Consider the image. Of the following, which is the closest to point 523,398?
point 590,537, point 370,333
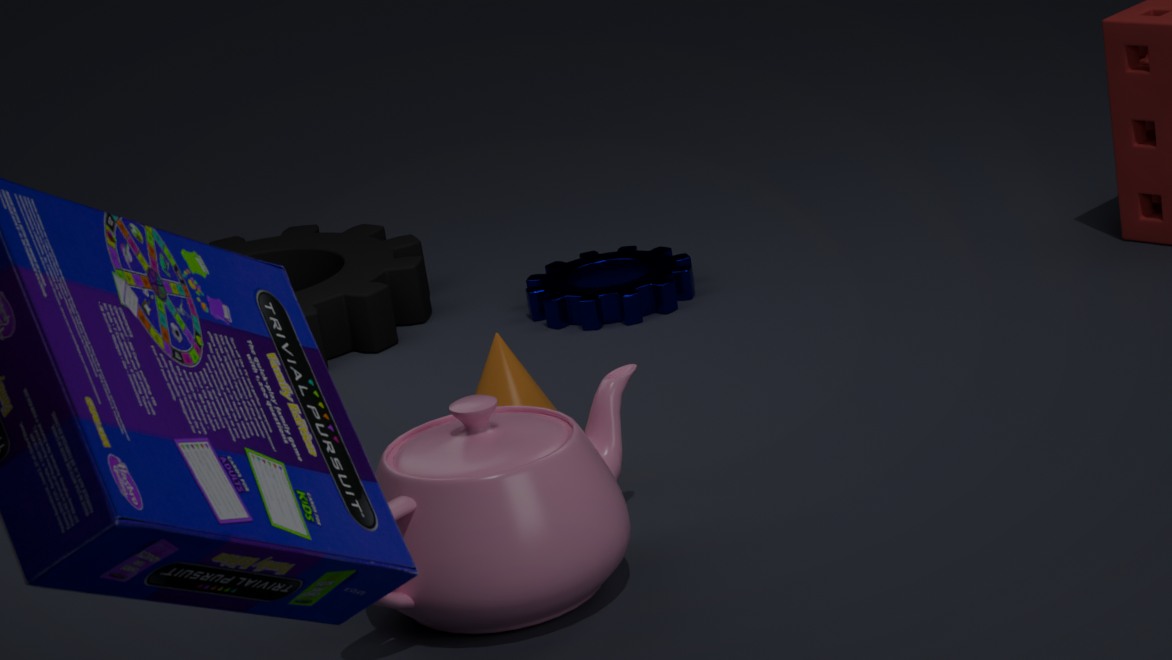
point 590,537
